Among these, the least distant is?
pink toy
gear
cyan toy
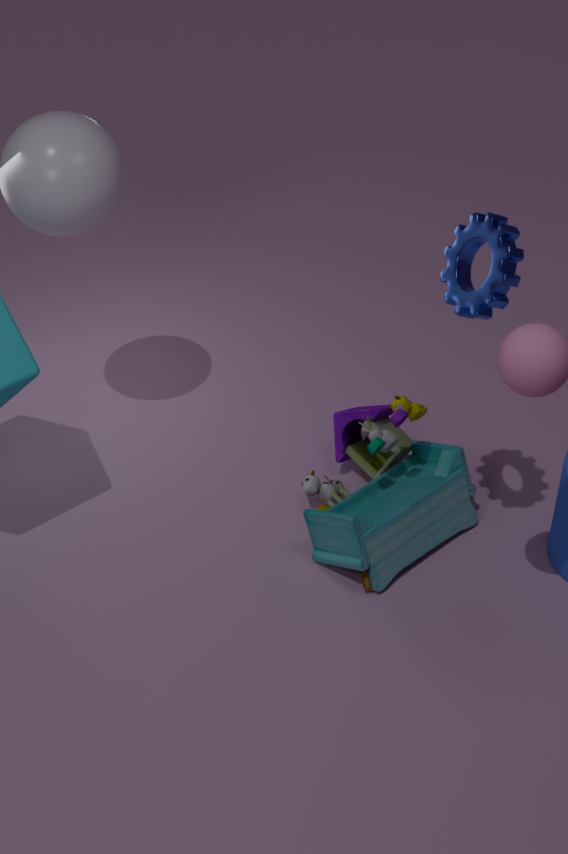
gear
